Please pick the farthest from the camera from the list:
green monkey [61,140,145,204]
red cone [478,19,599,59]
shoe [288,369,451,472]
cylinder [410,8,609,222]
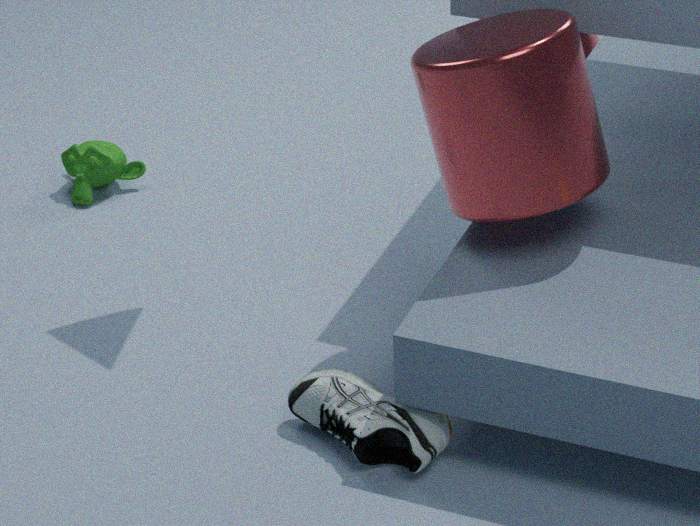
red cone [478,19,599,59]
